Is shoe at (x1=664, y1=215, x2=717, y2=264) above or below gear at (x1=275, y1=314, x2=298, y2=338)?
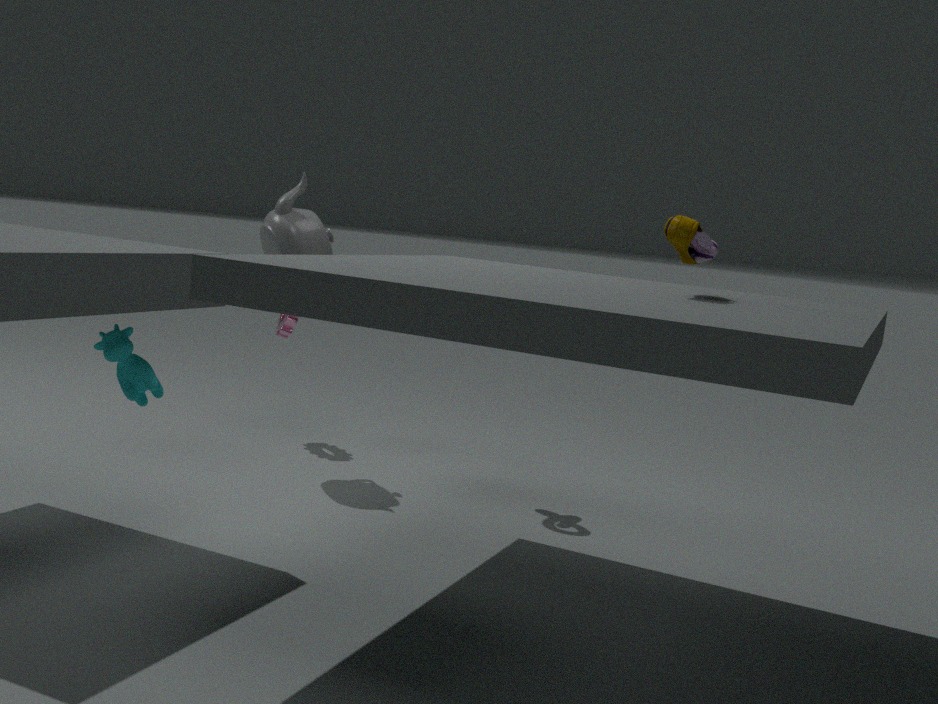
above
